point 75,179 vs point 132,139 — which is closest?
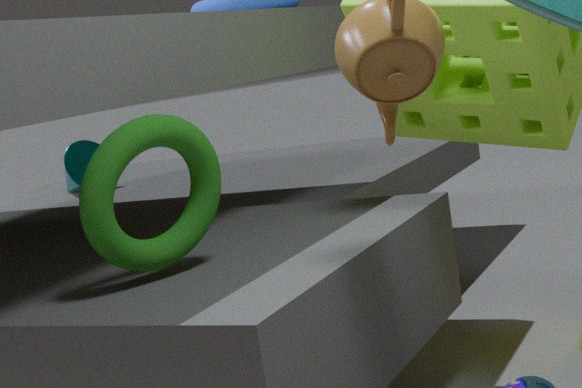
point 132,139
